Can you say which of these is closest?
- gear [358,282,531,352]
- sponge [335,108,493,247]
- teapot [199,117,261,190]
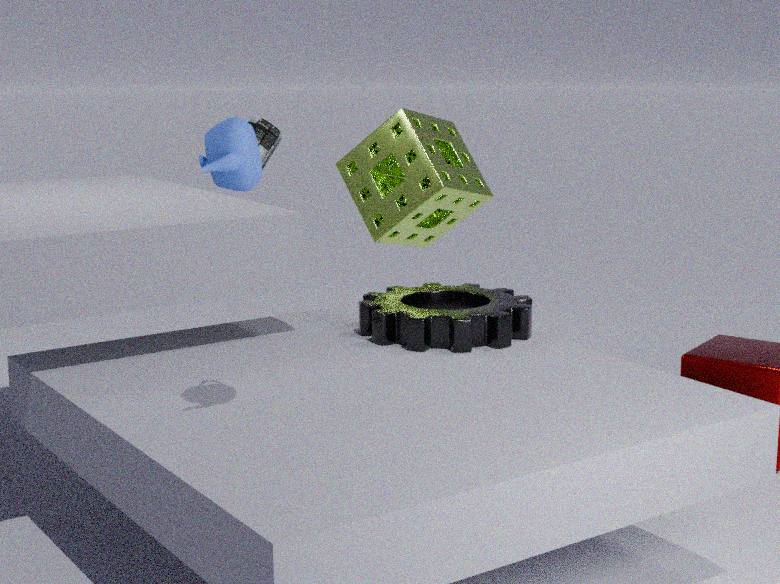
teapot [199,117,261,190]
